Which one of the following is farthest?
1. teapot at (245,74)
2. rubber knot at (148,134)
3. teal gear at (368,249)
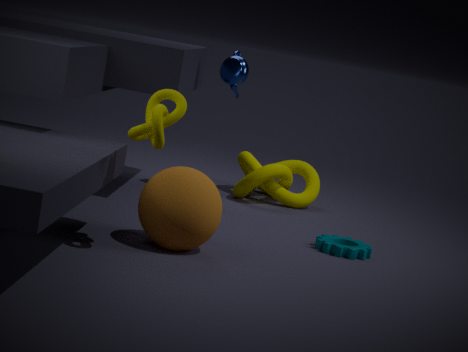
teapot at (245,74)
